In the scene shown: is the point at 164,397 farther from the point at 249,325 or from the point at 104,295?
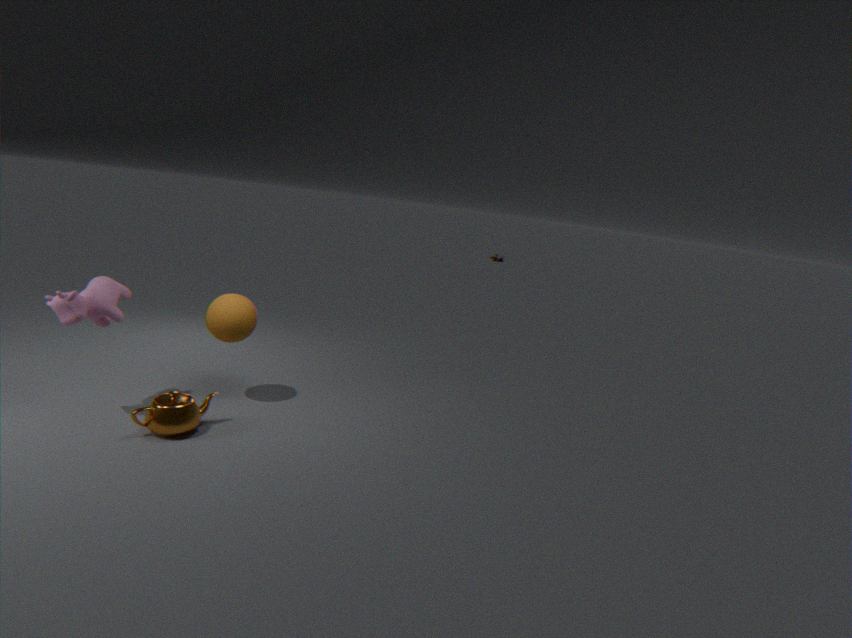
the point at 104,295
